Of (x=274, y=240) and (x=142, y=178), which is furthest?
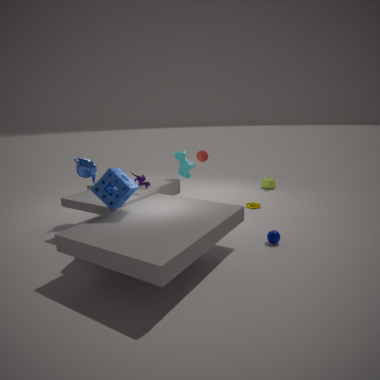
(x=142, y=178)
